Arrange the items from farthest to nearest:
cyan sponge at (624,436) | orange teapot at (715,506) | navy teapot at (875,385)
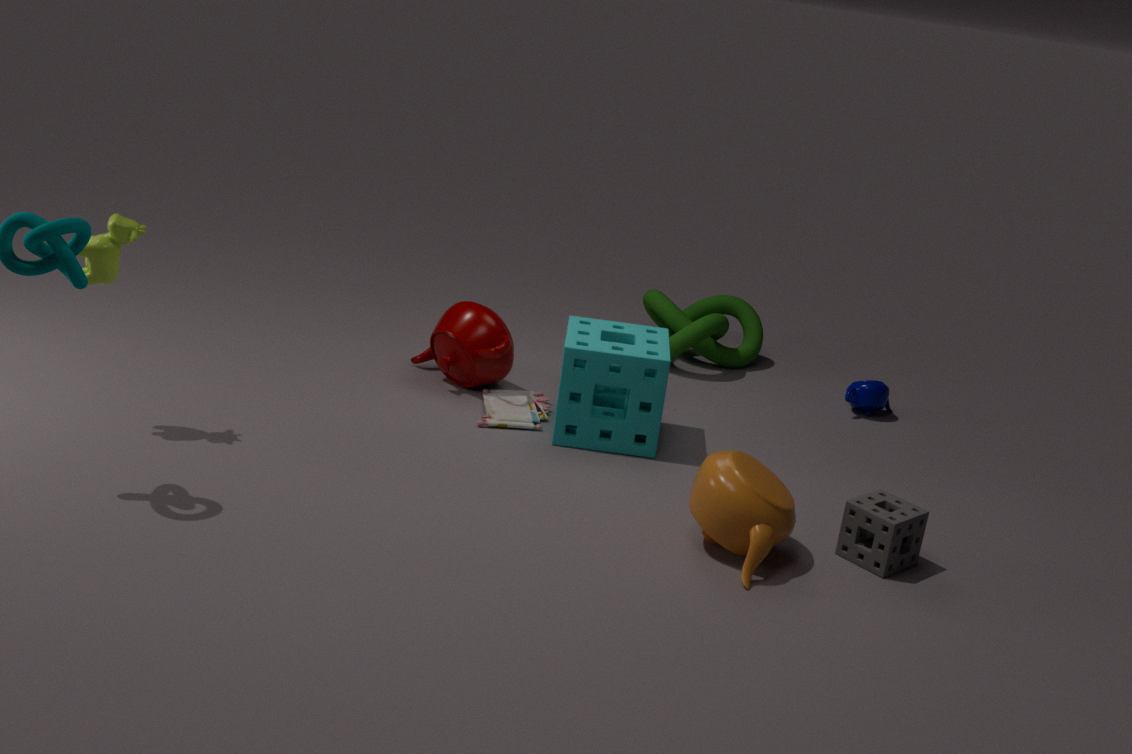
navy teapot at (875,385) < cyan sponge at (624,436) < orange teapot at (715,506)
